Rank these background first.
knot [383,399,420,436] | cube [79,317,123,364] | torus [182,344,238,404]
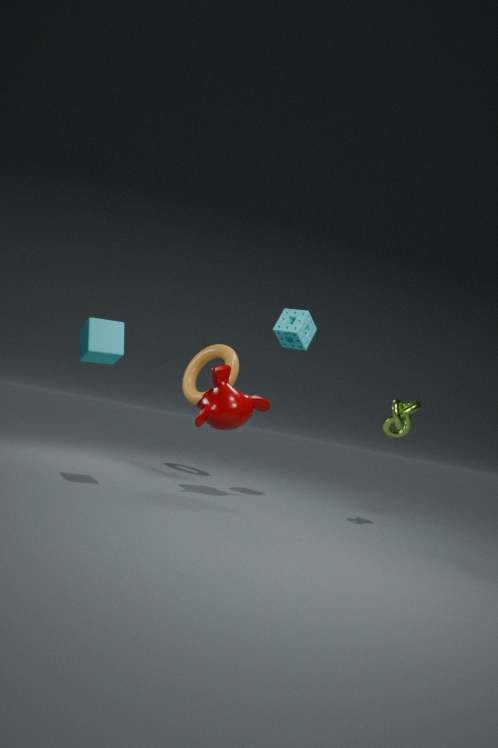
torus [182,344,238,404]
knot [383,399,420,436]
cube [79,317,123,364]
